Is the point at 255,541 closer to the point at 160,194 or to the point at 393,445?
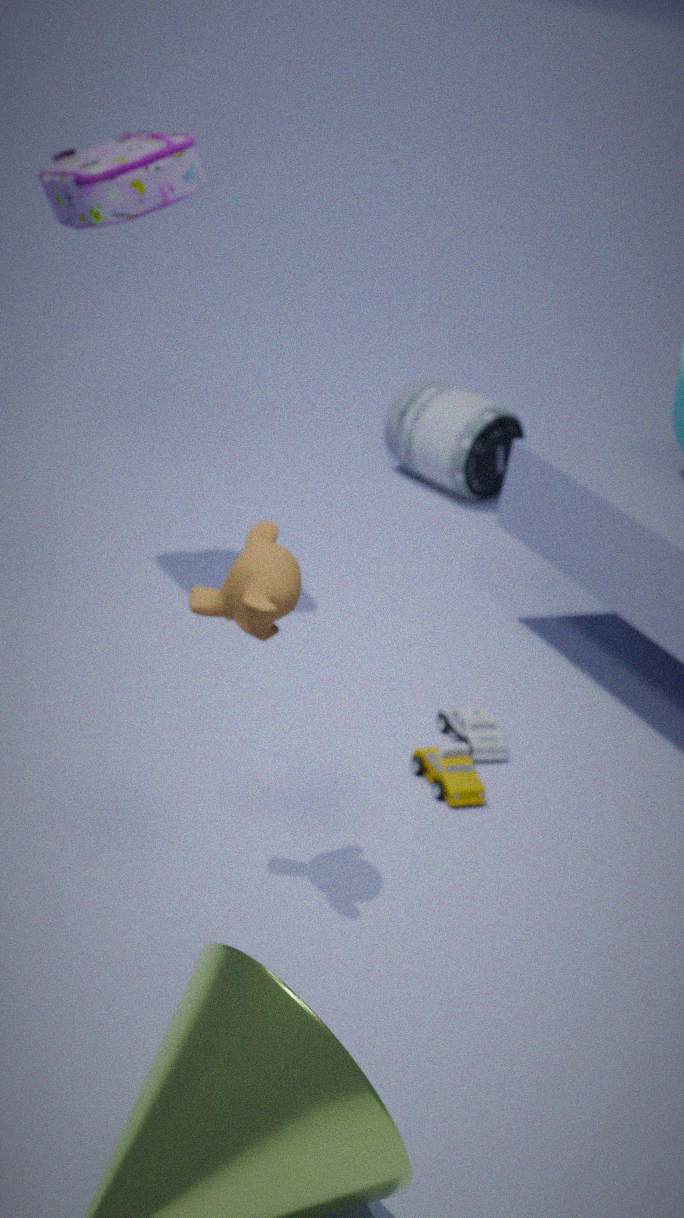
the point at 160,194
